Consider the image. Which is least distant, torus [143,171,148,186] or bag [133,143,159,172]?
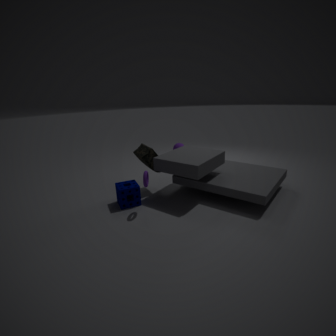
torus [143,171,148,186]
